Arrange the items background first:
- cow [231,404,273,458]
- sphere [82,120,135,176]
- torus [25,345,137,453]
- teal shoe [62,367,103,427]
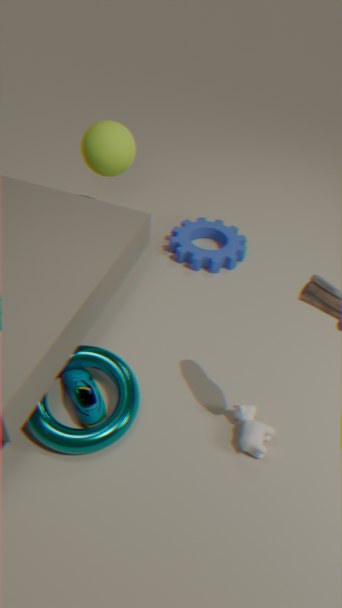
sphere [82,120,135,176] → cow [231,404,273,458] → teal shoe [62,367,103,427] → torus [25,345,137,453]
